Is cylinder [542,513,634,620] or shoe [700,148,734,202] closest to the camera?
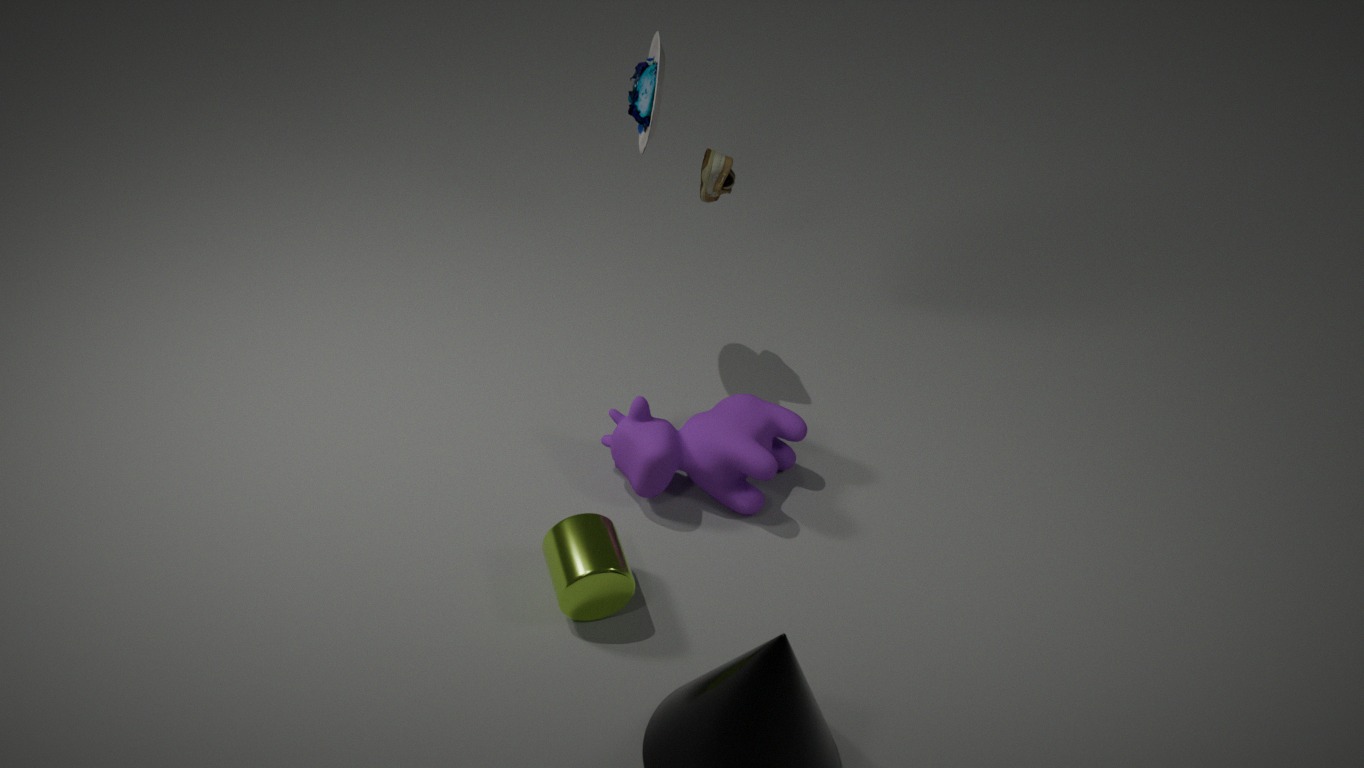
cylinder [542,513,634,620]
